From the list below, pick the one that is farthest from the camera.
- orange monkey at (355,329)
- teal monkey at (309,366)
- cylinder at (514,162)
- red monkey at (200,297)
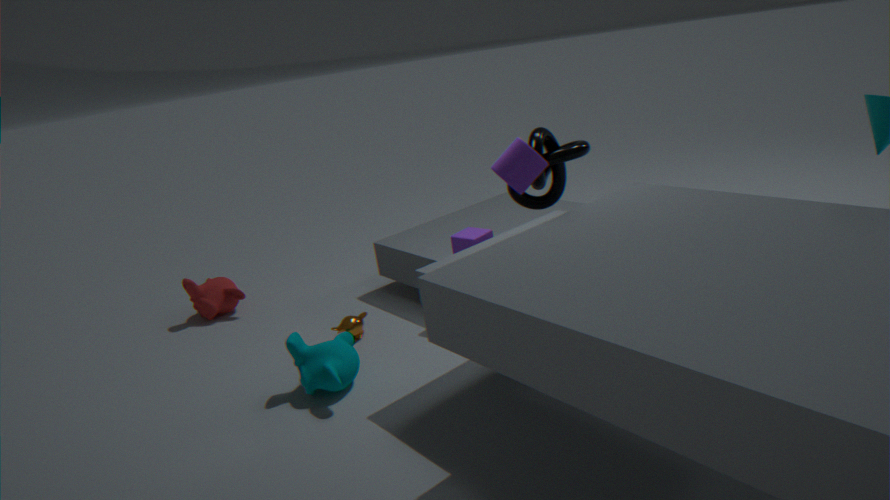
red monkey at (200,297)
